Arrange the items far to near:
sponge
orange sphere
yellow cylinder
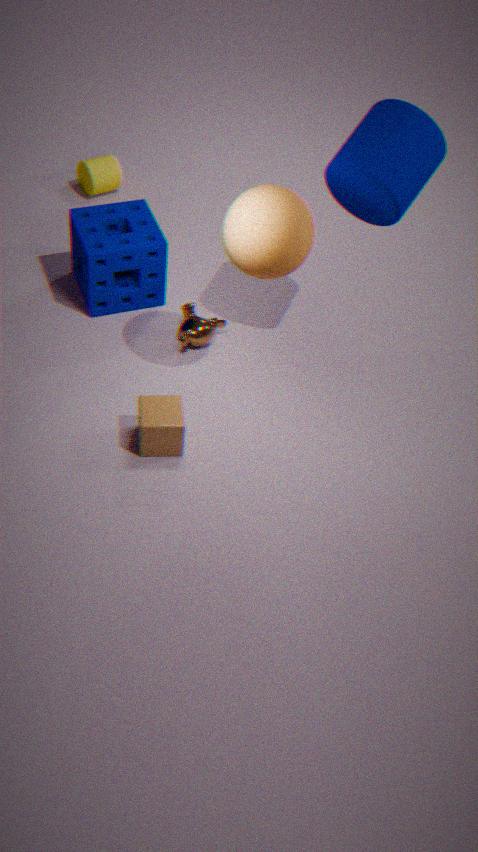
1. yellow cylinder
2. sponge
3. orange sphere
